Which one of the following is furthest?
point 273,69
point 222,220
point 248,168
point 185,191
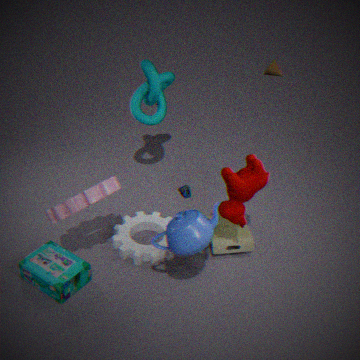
point 273,69
